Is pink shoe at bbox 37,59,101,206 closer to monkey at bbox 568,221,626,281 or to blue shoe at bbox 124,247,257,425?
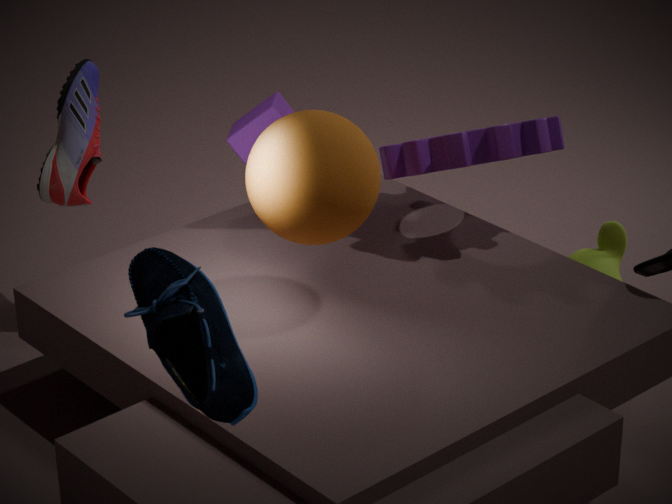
monkey at bbox 568,221,626,281
